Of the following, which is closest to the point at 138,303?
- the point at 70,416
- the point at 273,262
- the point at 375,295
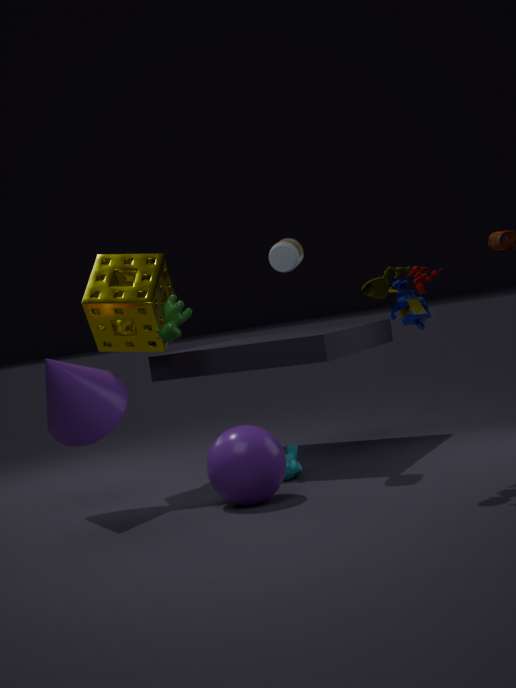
the point at 70,416
